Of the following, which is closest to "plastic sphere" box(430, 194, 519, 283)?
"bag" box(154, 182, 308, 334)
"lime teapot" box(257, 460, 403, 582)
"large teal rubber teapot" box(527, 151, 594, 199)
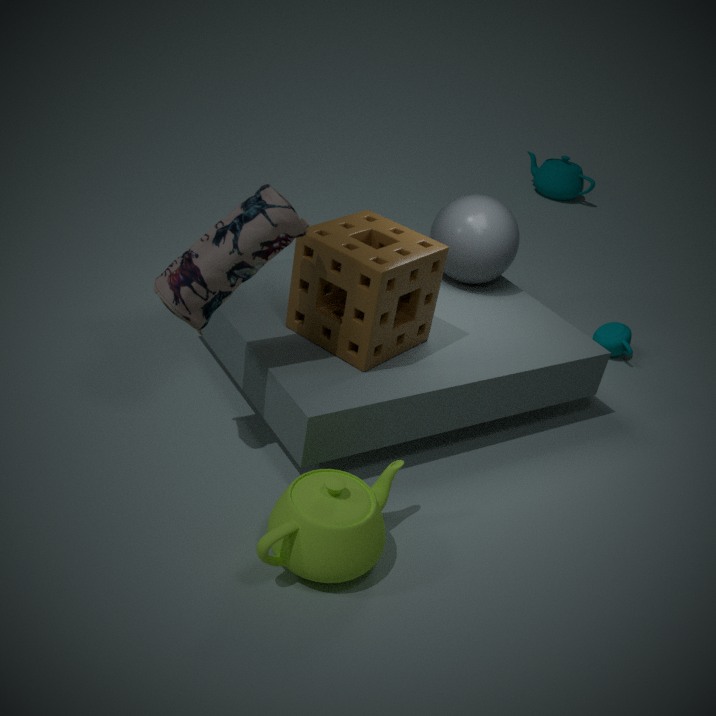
"bag" box(154, 182, 308, 334)
